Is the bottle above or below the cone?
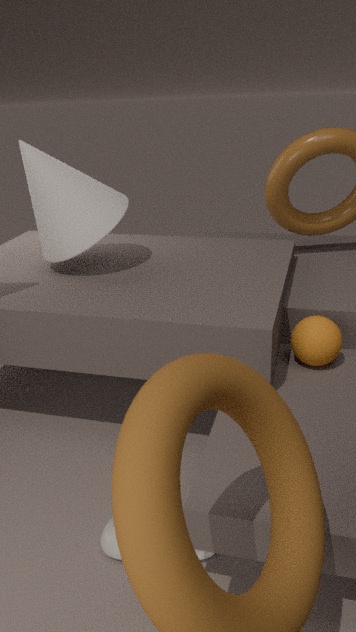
below
